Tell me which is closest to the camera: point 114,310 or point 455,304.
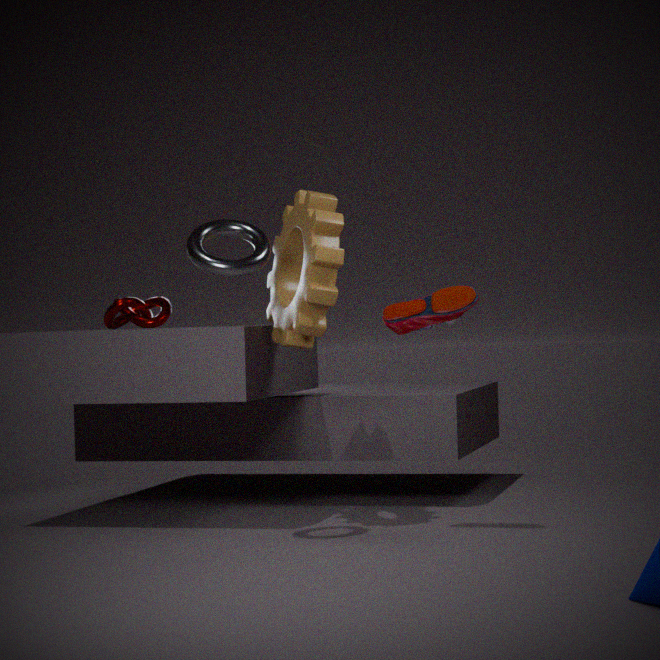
point 455,304
